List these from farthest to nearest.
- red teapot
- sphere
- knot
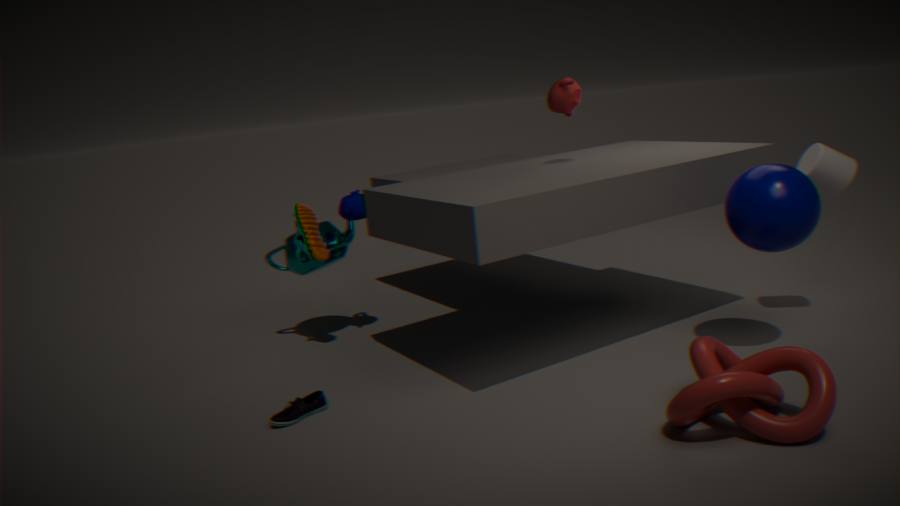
red teapot, sphere, knot
